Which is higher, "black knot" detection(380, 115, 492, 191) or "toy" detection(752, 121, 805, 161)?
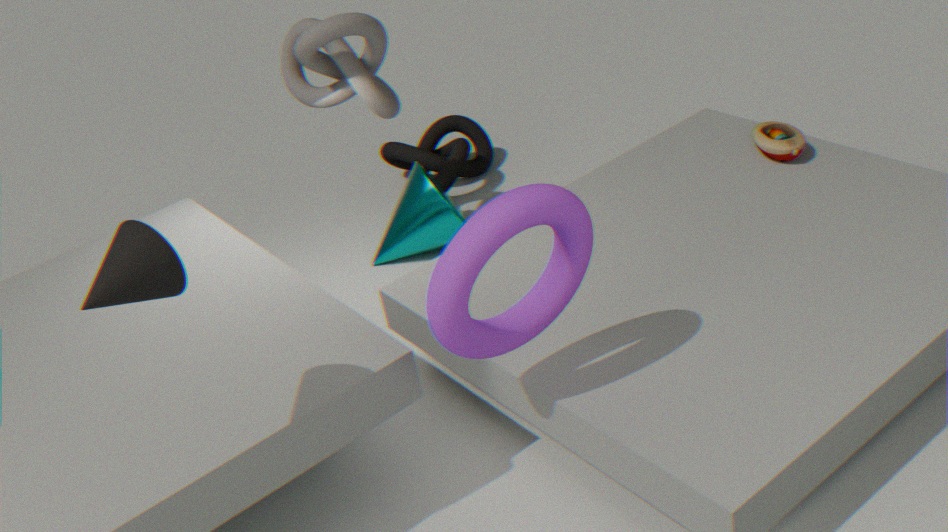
"toy" detection(752, 121, 805, 161)
